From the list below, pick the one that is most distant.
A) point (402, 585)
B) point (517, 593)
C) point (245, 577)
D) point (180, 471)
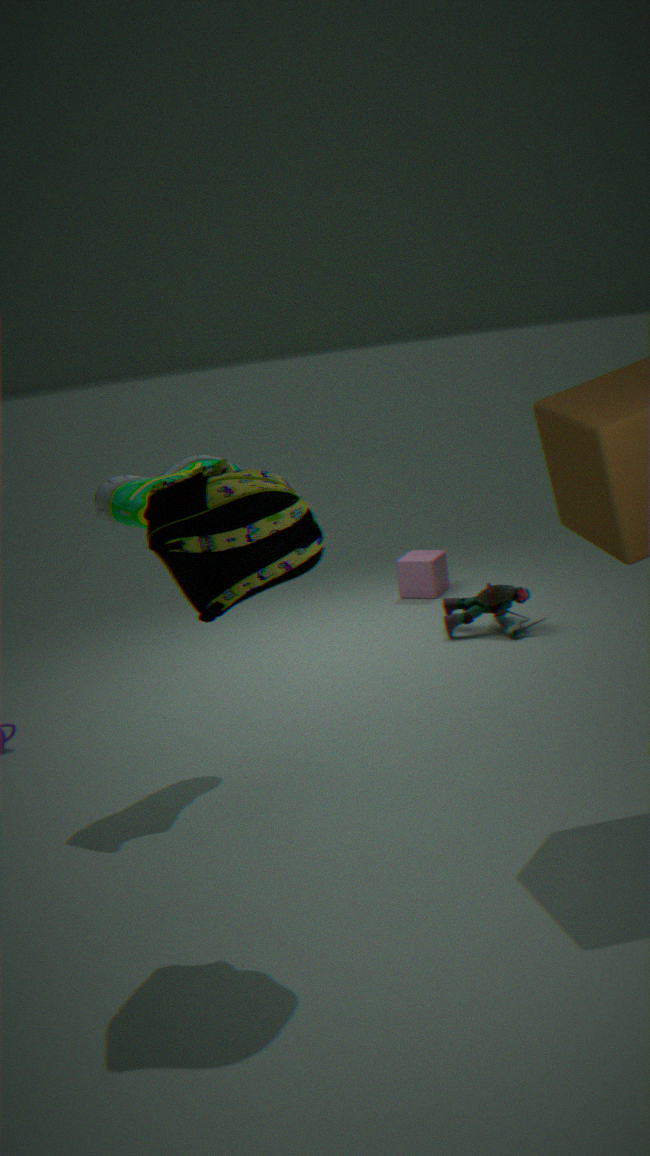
point (402, 585)
